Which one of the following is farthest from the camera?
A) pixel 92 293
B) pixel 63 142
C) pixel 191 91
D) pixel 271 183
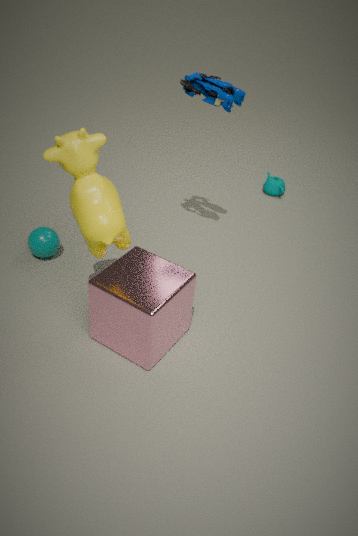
D. pixel 271 183
